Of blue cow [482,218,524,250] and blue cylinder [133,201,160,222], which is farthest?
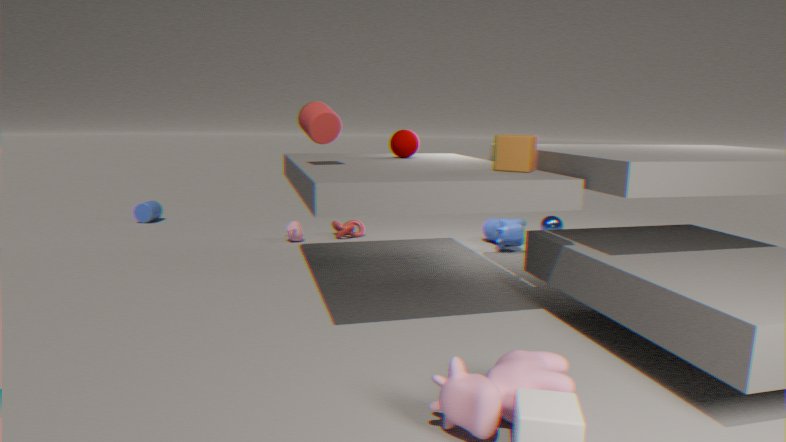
blue cylinder [133,201,160,222]
